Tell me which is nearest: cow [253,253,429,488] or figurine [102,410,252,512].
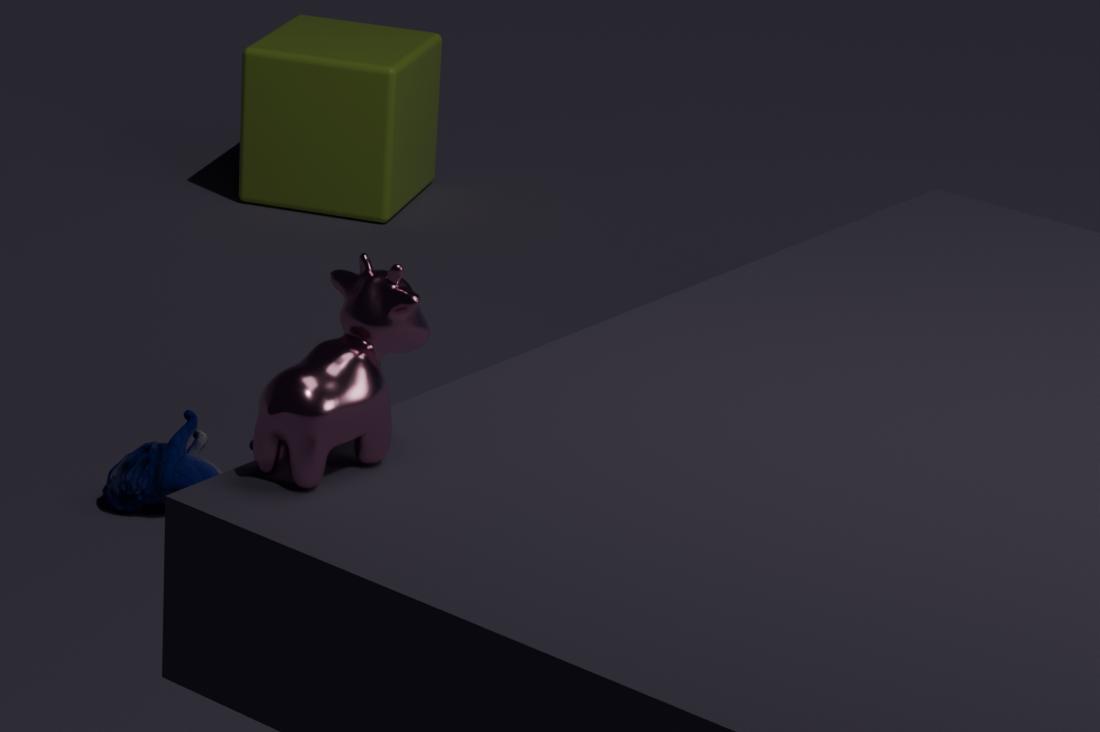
cow [253,253,429,488]
